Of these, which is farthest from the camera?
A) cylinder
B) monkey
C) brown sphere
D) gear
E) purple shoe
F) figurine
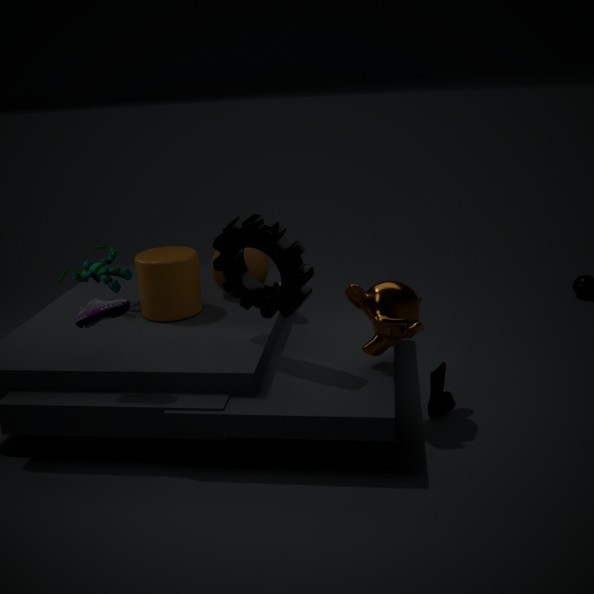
brown sphere
